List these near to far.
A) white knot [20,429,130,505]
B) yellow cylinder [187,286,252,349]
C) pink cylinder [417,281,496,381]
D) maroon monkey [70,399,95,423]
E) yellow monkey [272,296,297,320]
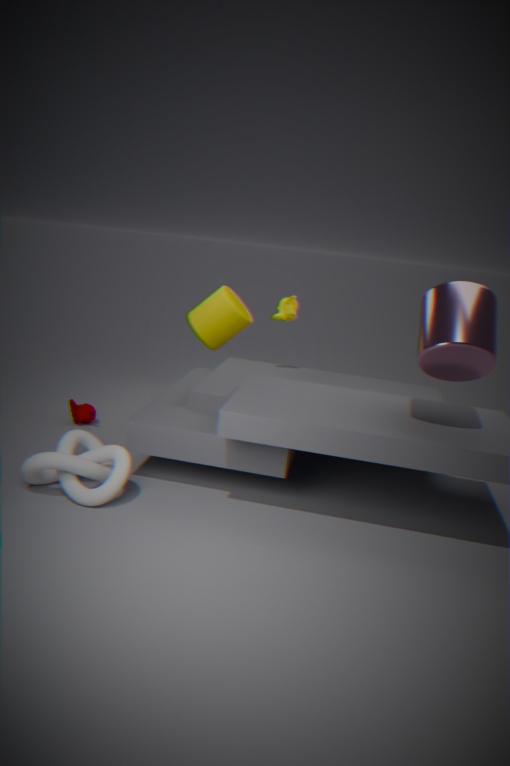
pink cylinder [417,281,496,381], white knot [20,429,130,505], maroon monkey [70,399,95,423], yellow monkey [272,296,297,320], yellow cylinder [187,286,252,349]
